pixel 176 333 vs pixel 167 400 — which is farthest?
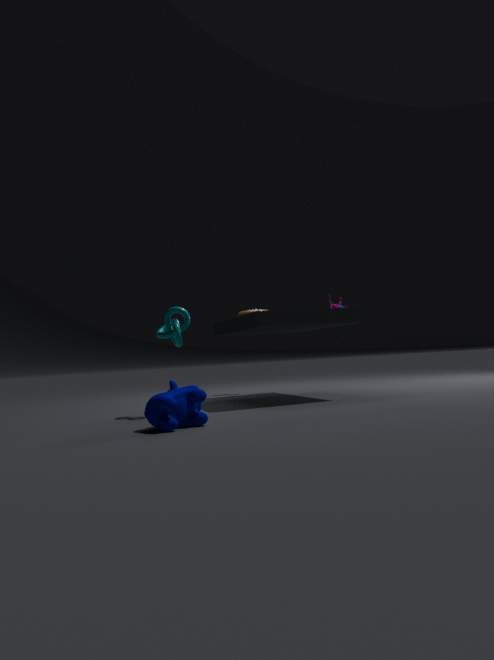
pixel 176 333
